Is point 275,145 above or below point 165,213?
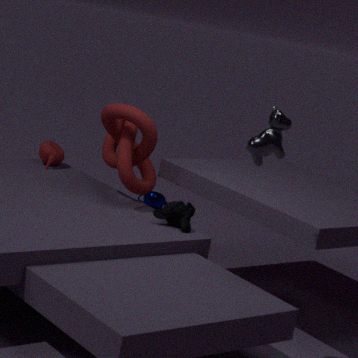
above
